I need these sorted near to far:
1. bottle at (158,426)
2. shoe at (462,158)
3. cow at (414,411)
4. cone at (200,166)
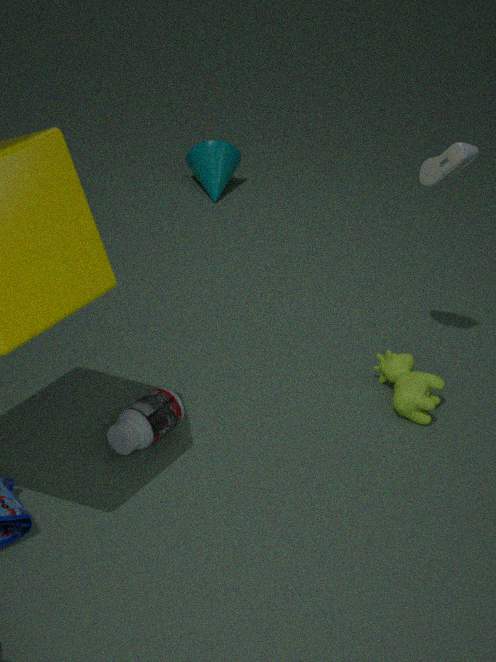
bottle at (158,426), shoe at (462,158), cow at (414,411), cone at (200,166)
